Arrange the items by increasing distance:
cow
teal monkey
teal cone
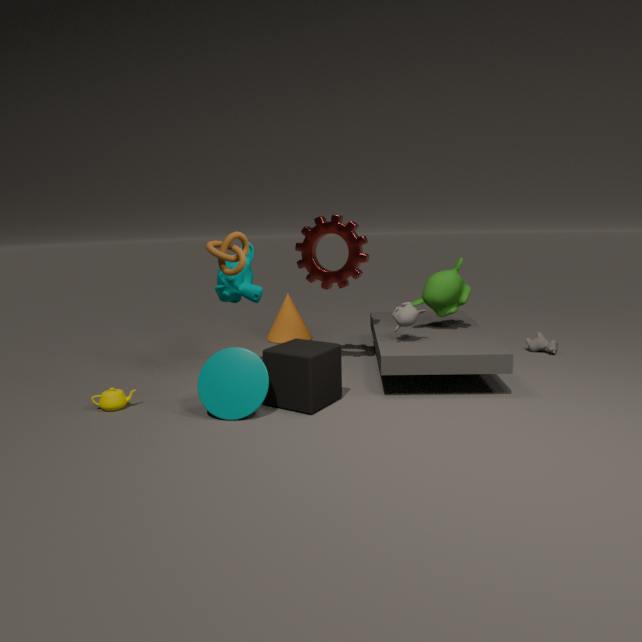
teal cone, teal monkey, cow
